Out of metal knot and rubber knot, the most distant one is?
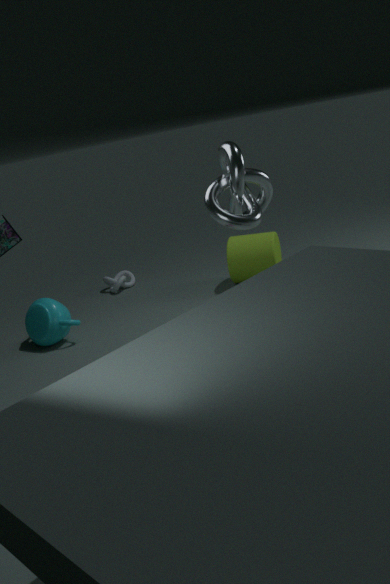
rubber knot
